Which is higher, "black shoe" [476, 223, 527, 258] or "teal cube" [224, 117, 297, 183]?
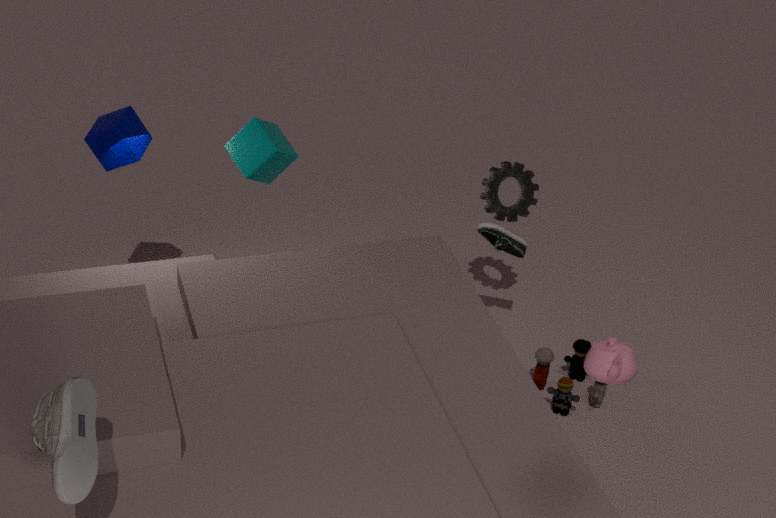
"teal cube" [224, 117, 297, 183]
